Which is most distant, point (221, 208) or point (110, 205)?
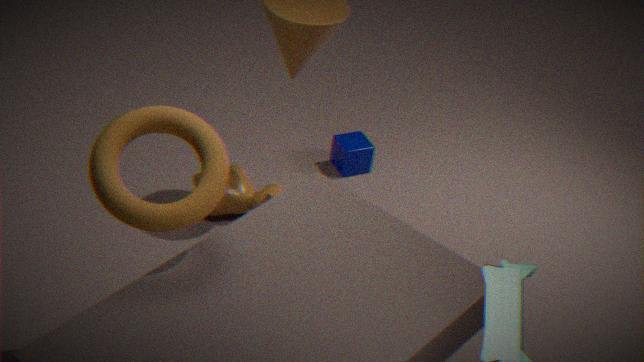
point (221, 208)
